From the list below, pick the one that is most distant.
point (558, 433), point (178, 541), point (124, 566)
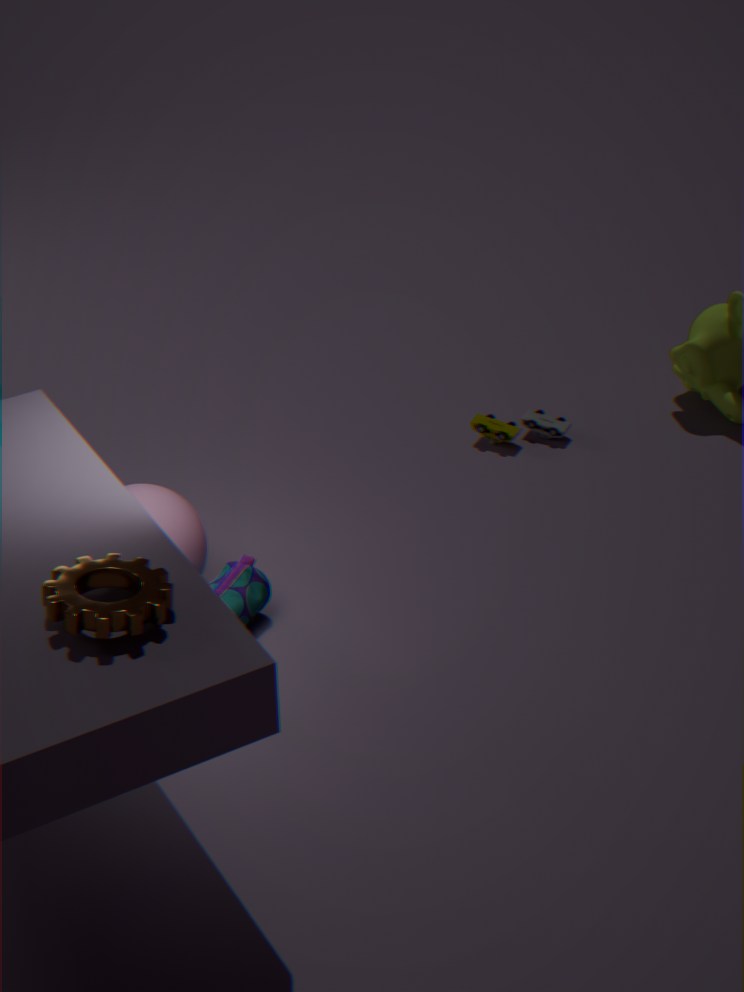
point (558, 433)
